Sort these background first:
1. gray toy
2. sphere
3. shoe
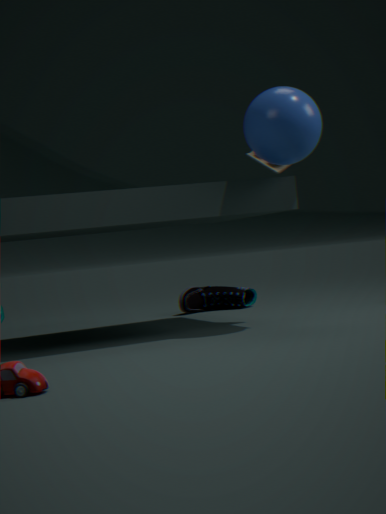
shoe < gray toy < sphere
